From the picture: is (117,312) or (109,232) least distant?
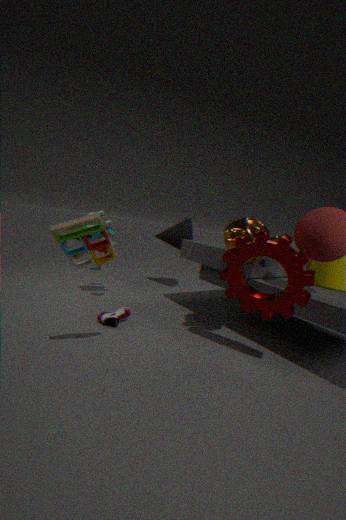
(117,312)
